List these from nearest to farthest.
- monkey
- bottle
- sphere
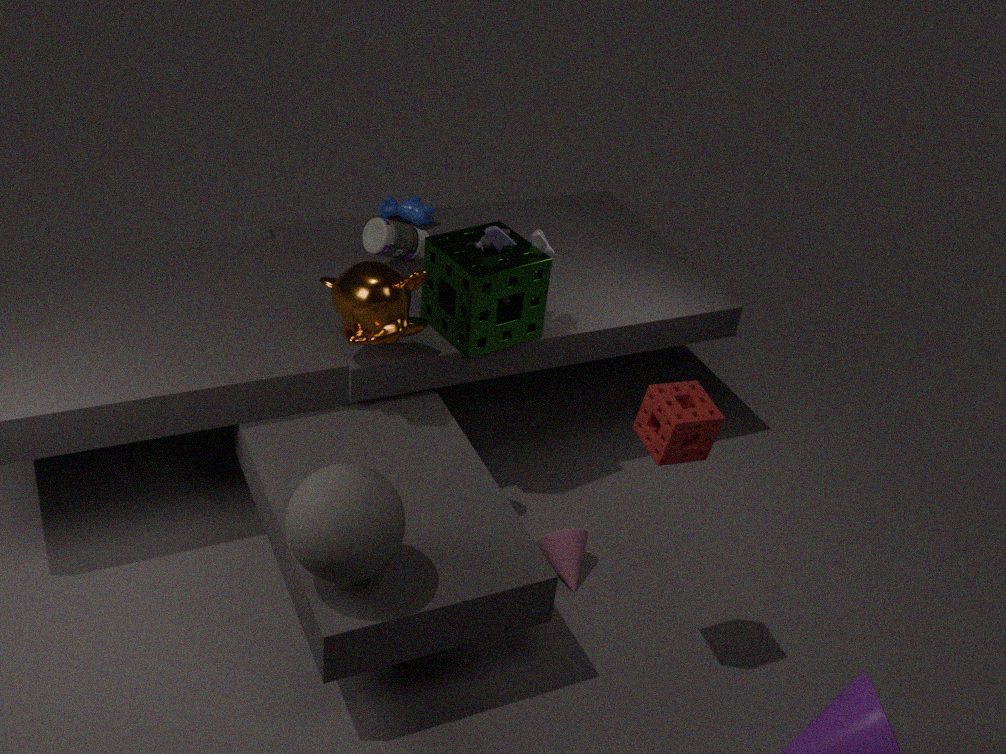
sphere
monkey
bottle
